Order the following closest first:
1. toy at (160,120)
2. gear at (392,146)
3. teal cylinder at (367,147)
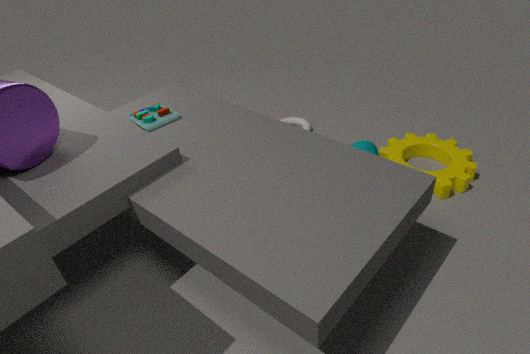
toy at (160,120), gear at (392,146), teal cylinder at (367,147)
